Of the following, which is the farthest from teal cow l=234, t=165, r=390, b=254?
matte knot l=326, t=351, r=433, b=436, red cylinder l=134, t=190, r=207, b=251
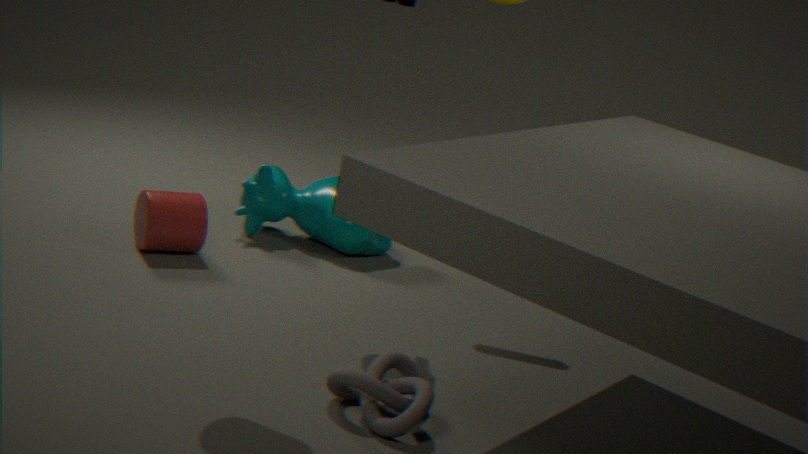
matte knot l=326, t=351, r=433, b=436
